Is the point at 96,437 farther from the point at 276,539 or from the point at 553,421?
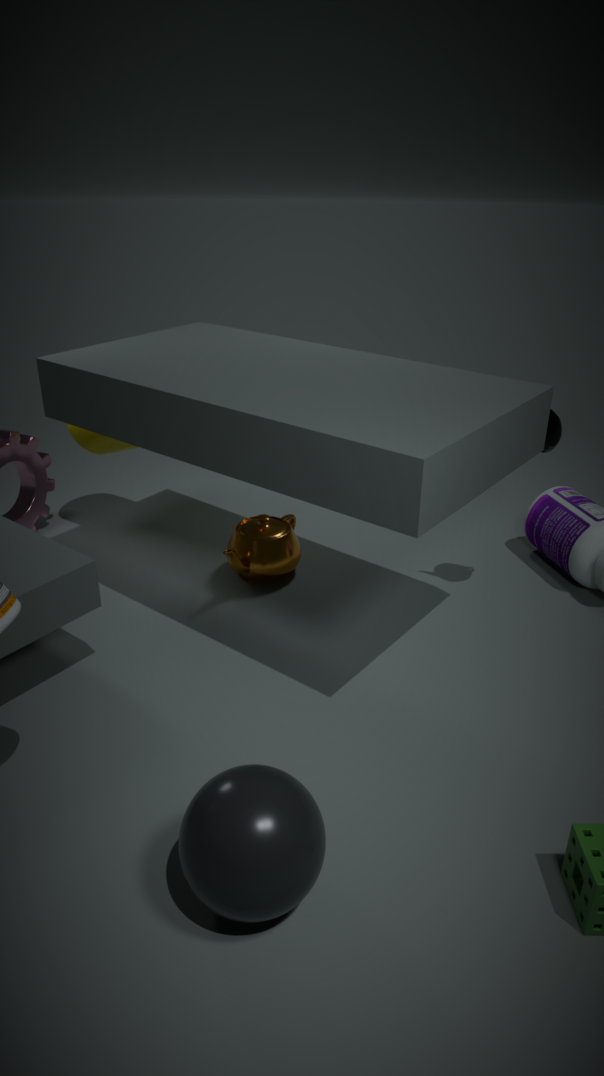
the point at 553,421
